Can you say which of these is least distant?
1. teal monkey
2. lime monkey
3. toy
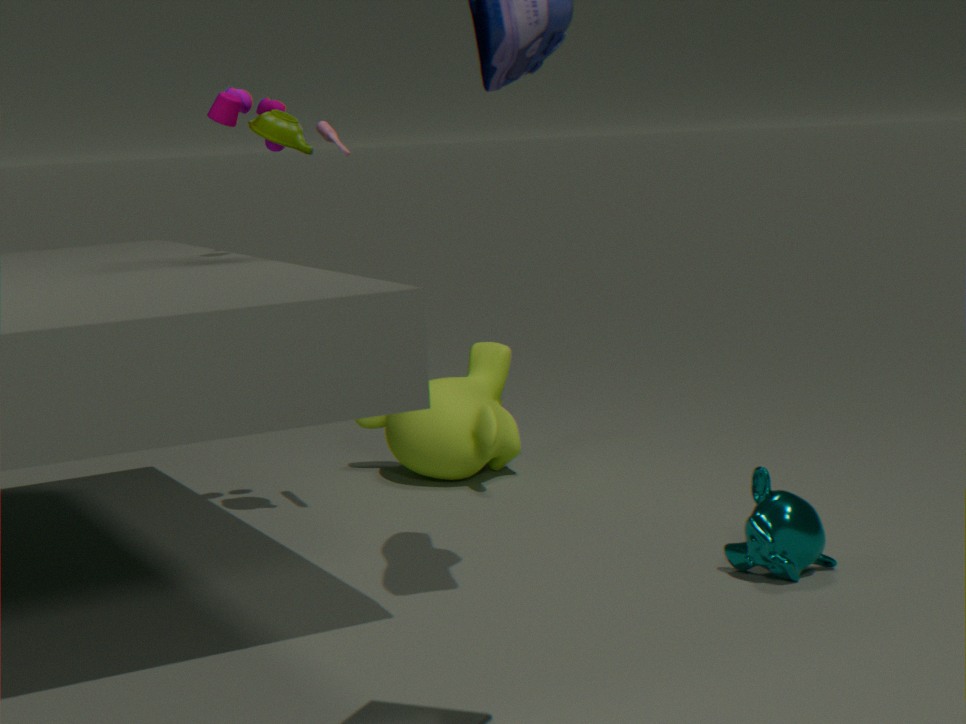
teal monkey
